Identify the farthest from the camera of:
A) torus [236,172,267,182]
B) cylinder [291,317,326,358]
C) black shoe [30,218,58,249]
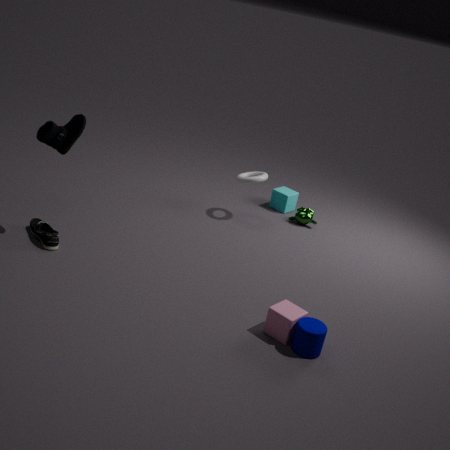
torus [236,172,267,182]
